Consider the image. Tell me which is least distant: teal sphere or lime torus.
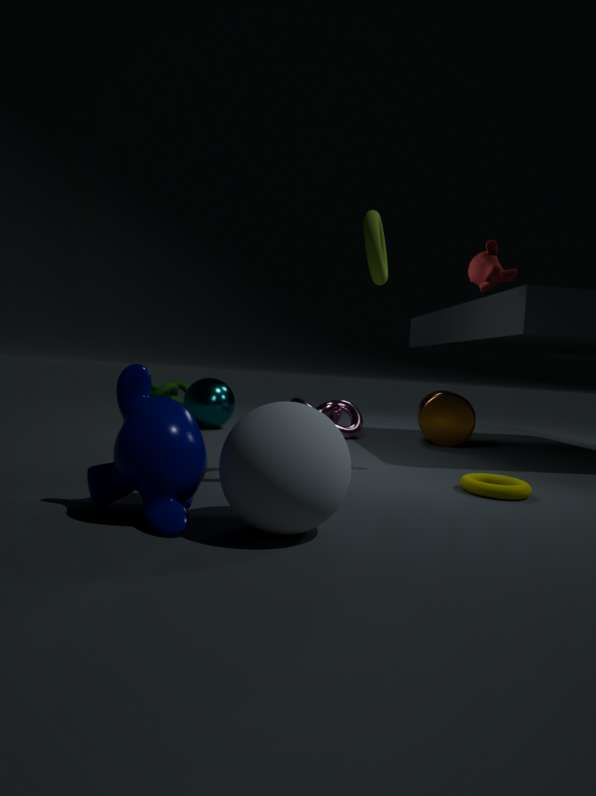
lime torus
